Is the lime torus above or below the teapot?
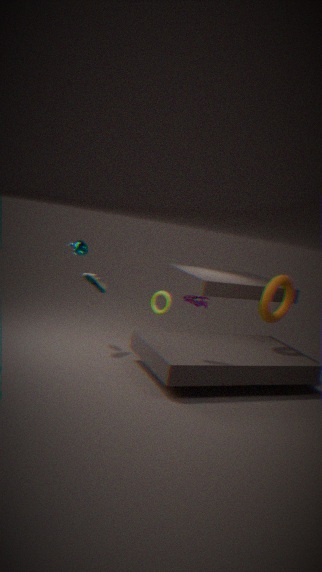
below
